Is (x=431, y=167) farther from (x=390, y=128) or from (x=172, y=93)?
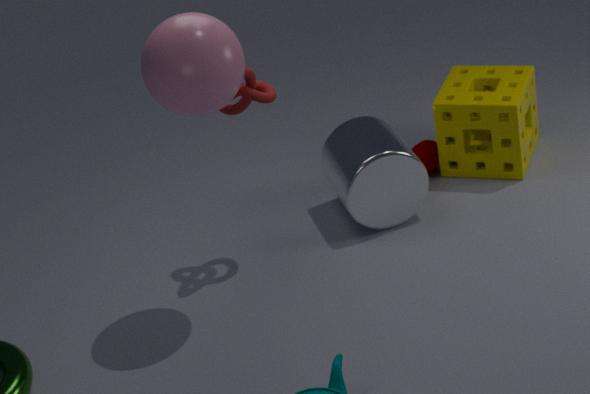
(x=172, y=93)
